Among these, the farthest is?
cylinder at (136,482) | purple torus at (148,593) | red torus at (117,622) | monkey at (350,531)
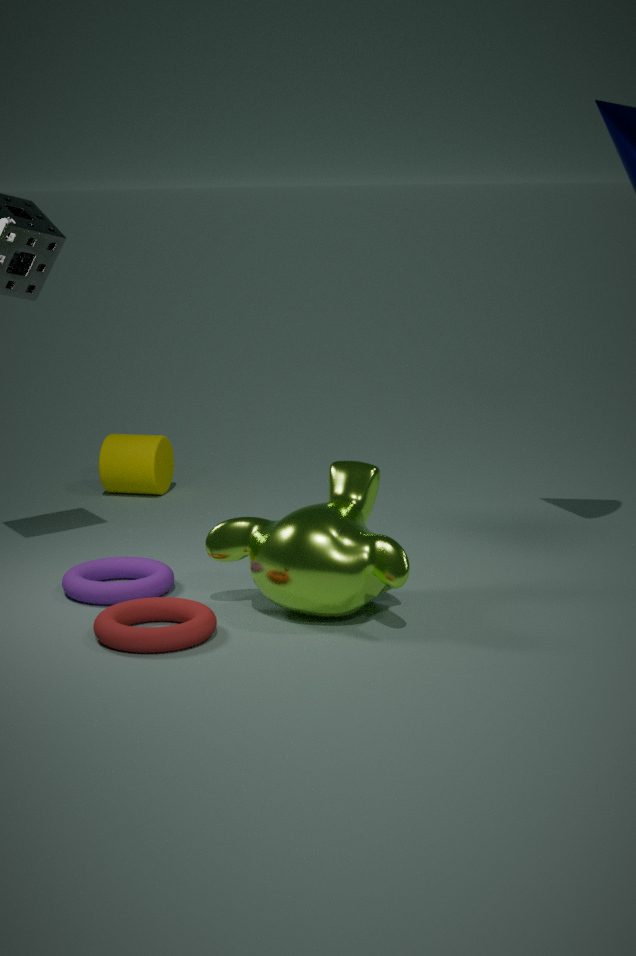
cylinder at (136,482)
